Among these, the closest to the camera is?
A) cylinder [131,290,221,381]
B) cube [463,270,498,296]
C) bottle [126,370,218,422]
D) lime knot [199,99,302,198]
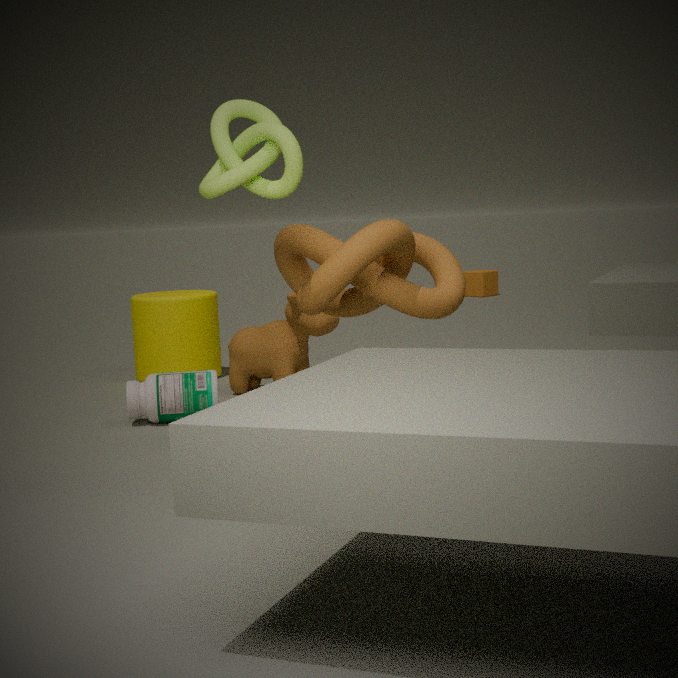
lime knot [199,99,302,198]
